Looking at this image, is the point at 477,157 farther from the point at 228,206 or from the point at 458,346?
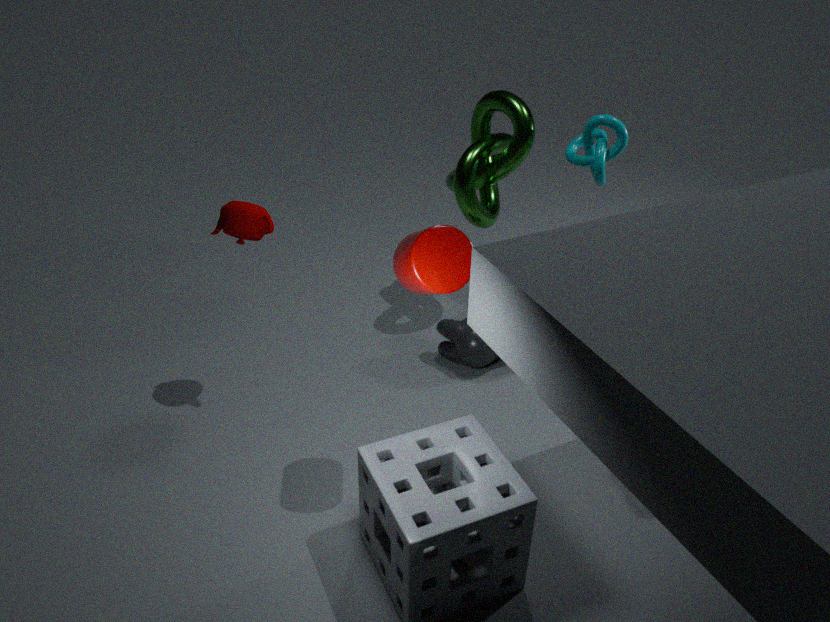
the point at 228,206
